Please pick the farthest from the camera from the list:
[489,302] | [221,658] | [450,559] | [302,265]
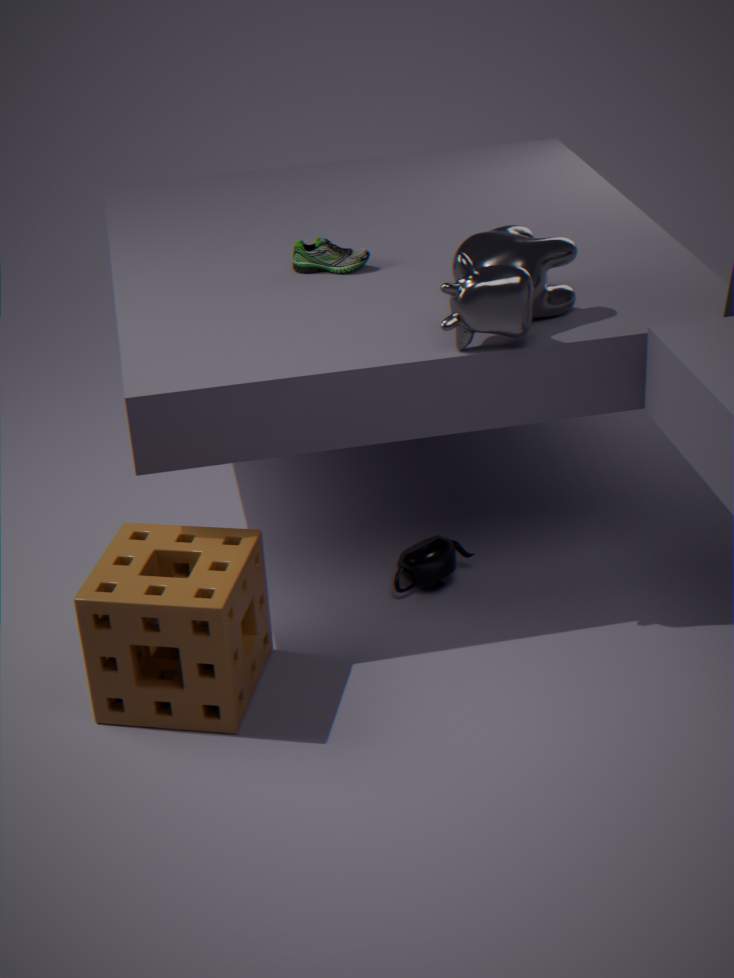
[302,265]
